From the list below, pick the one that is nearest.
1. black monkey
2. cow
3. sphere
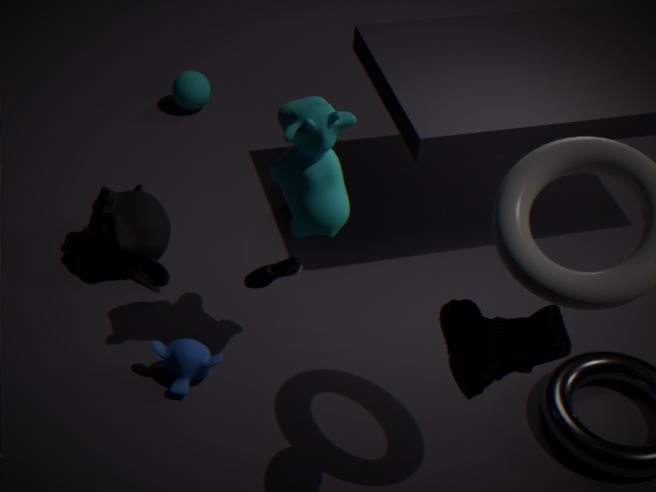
cow
